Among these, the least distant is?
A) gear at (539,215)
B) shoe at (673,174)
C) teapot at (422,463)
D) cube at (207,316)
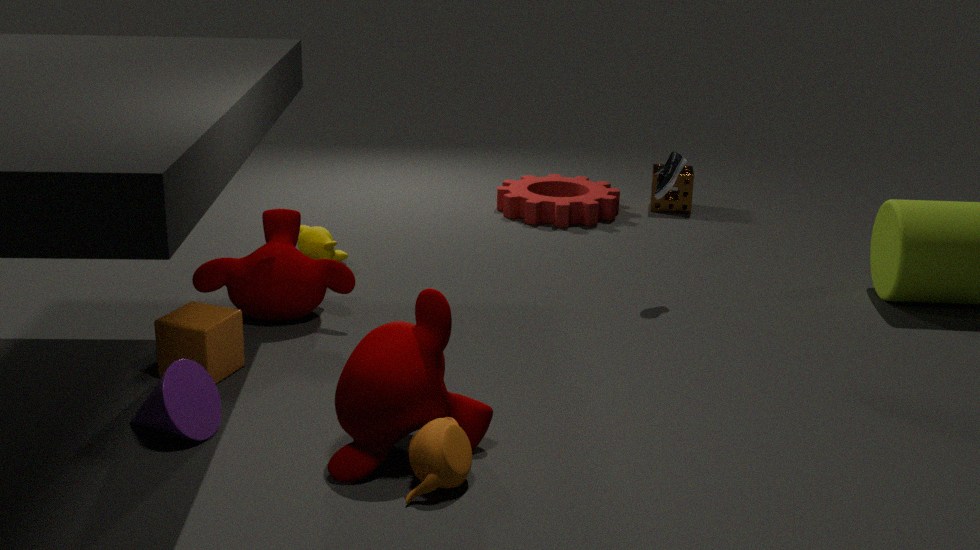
teapot at (422,463)
